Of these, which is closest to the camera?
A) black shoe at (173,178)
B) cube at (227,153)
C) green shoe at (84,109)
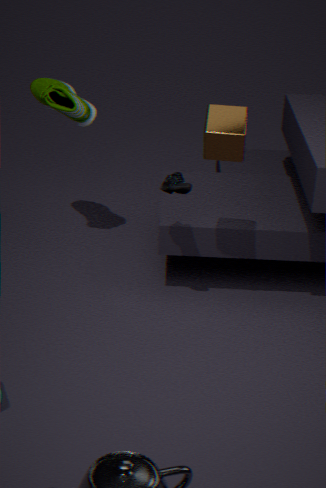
cube at (227,153)
